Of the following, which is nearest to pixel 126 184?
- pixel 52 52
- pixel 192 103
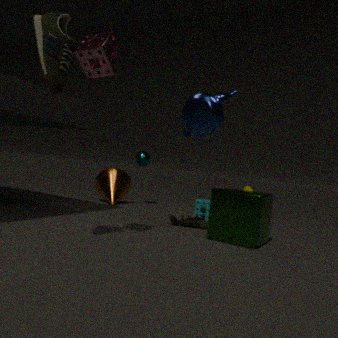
pixel 192 103
